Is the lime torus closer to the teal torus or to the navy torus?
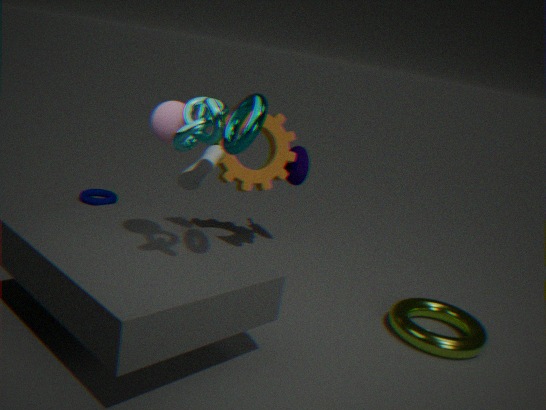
the teal torus
